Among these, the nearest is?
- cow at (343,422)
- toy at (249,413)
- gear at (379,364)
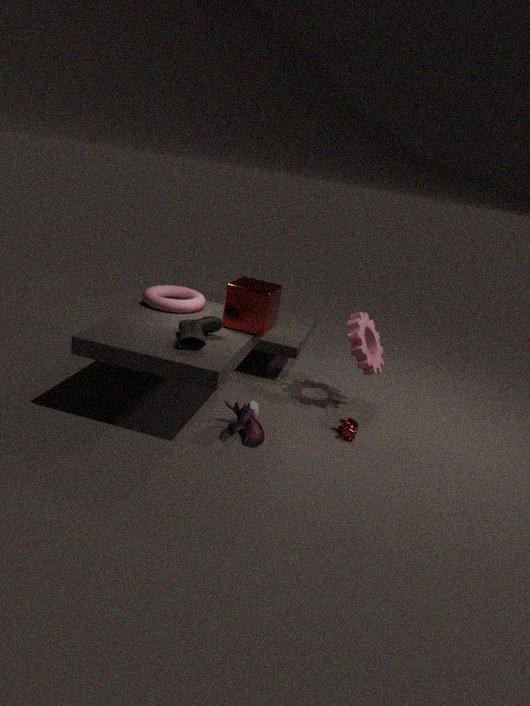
toy at (249,413)
